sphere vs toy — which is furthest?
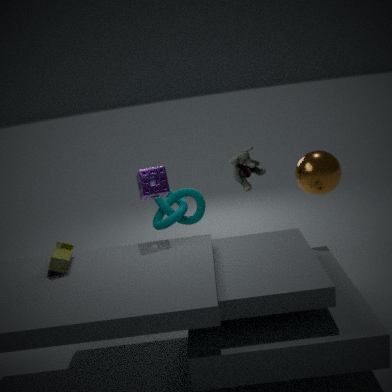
sphere
